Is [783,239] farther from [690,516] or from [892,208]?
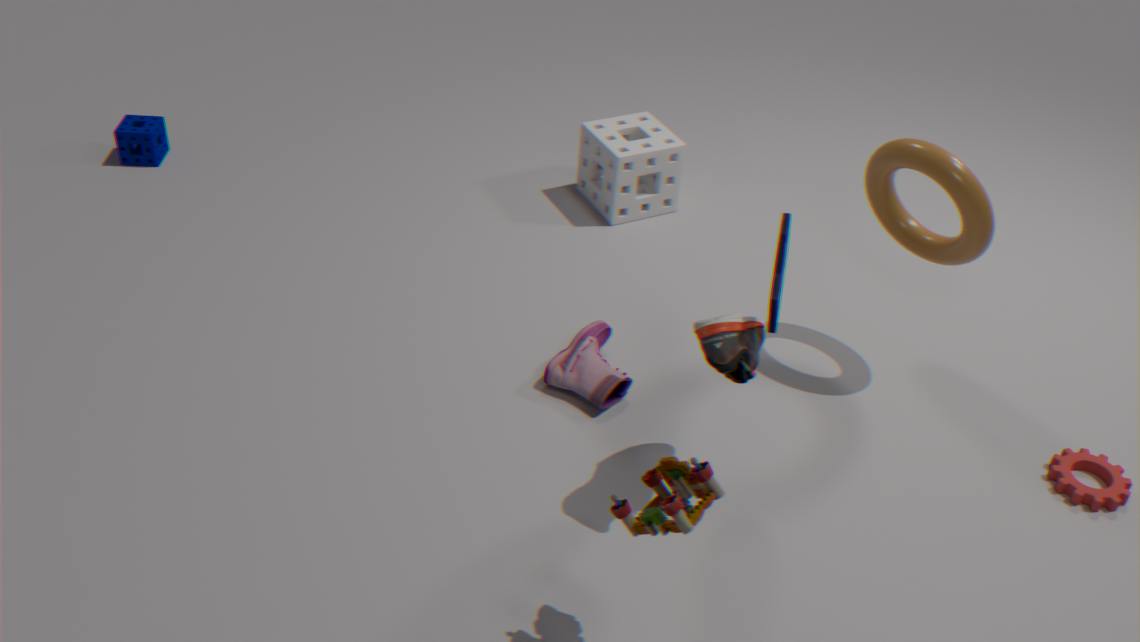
[892,208]
